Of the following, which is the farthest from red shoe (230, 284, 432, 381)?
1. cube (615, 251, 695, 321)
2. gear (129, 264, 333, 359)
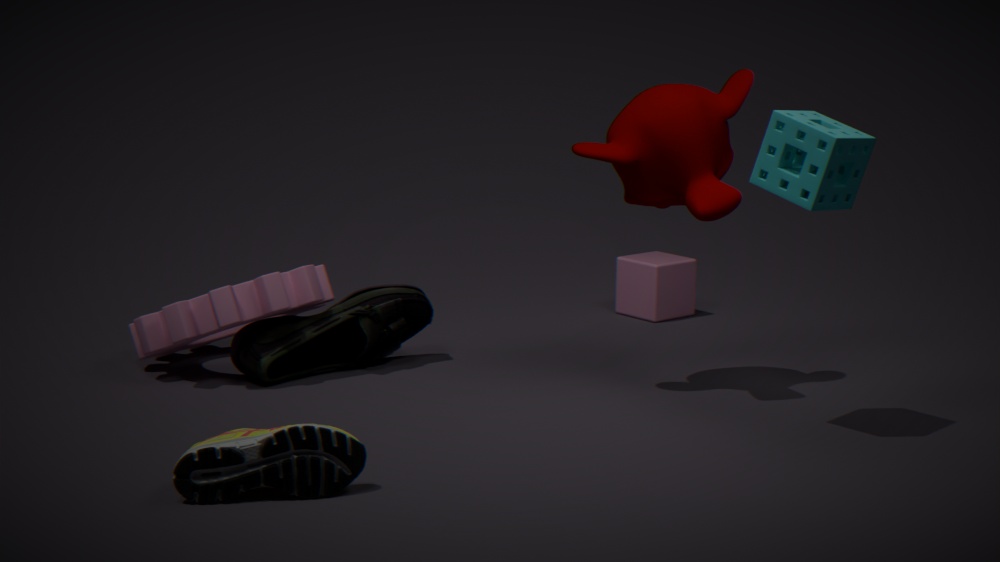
cube (615, 251, 695, 321)
